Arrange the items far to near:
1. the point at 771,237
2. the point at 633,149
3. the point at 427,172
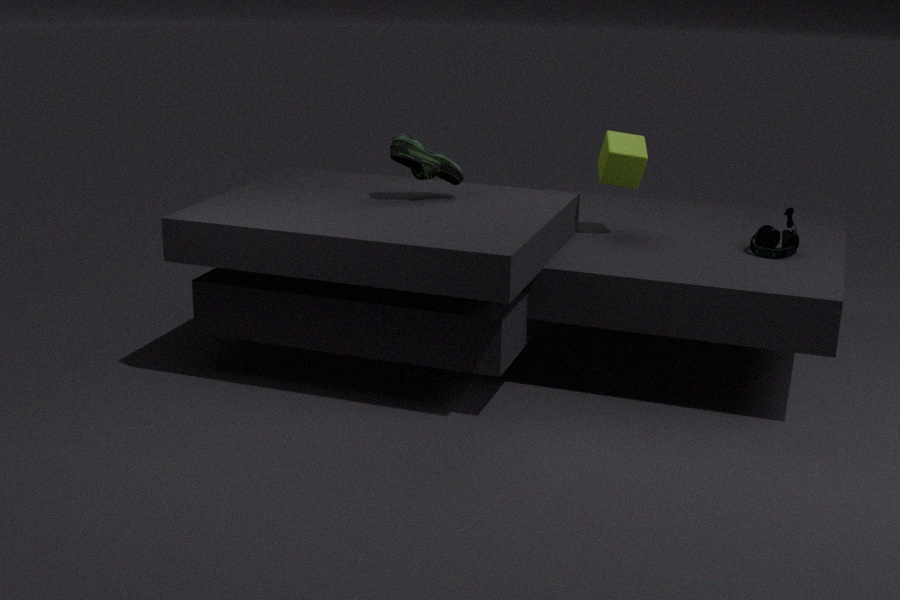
the point at 633,149 → the point at 771,237 → the point at 427,172
